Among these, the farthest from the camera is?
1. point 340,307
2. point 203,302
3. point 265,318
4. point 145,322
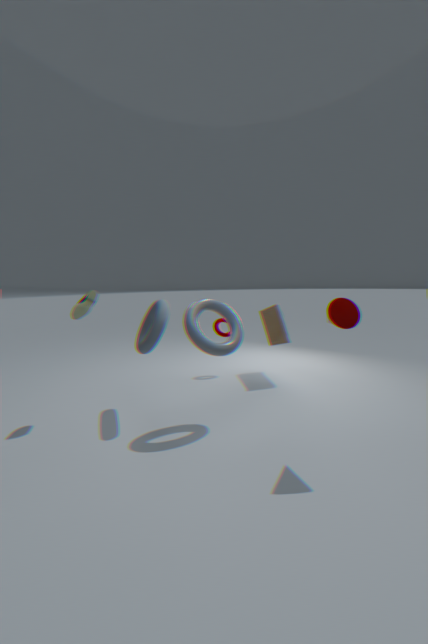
point 265,318
